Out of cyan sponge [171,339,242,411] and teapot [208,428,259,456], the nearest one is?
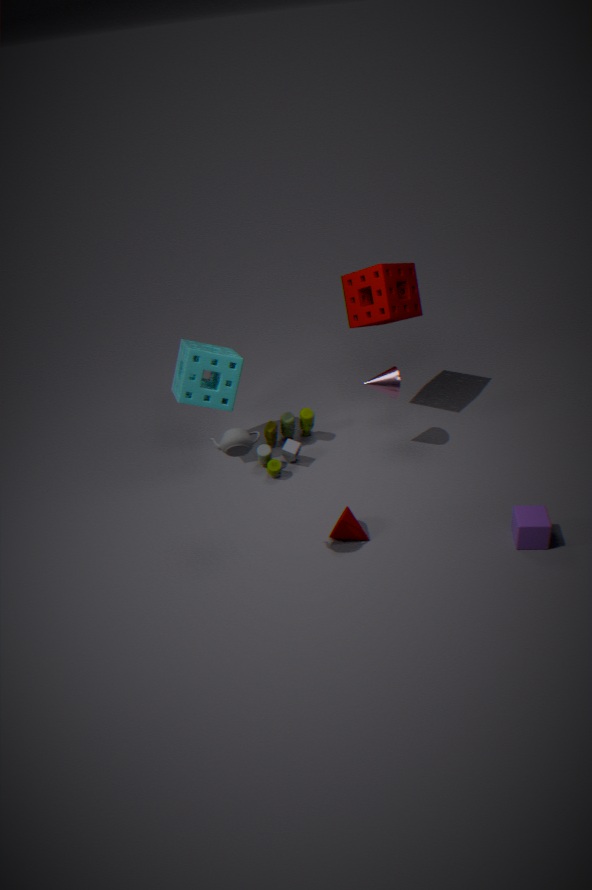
teapot [208,428,259,456]
